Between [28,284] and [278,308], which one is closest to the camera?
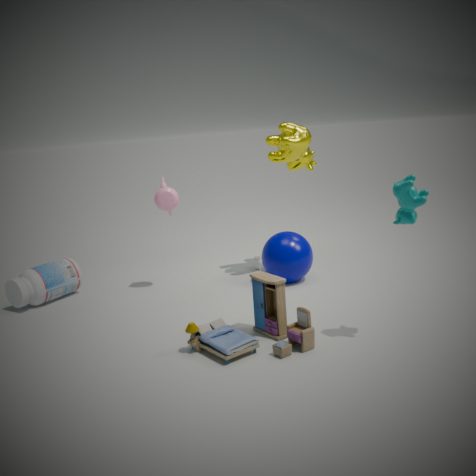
[278,308]
